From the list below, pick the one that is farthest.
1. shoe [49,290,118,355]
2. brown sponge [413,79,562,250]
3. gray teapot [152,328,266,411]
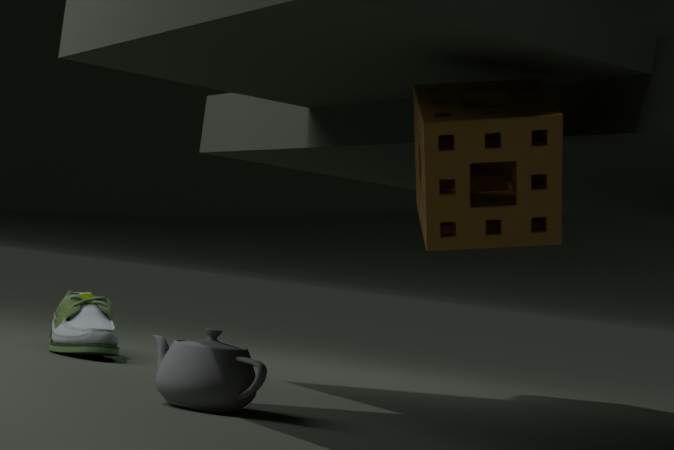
shoe [49,290,118,355]
